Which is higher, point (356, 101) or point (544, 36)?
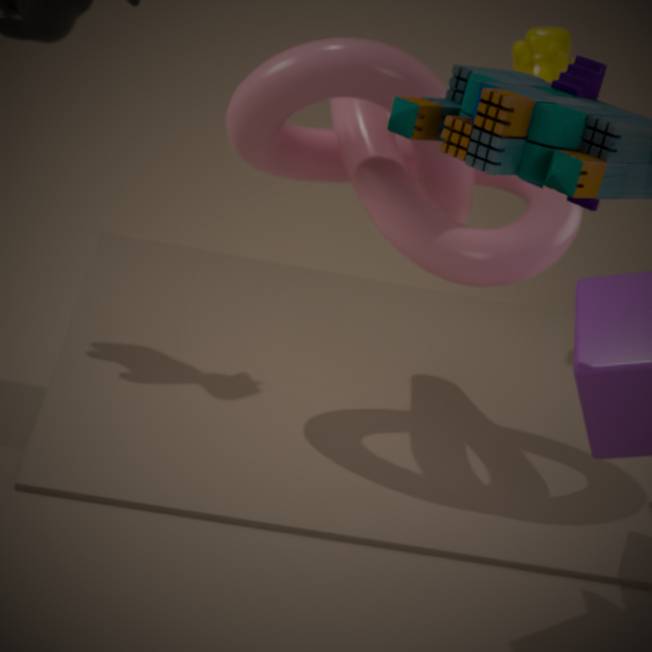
point (544, 36)
